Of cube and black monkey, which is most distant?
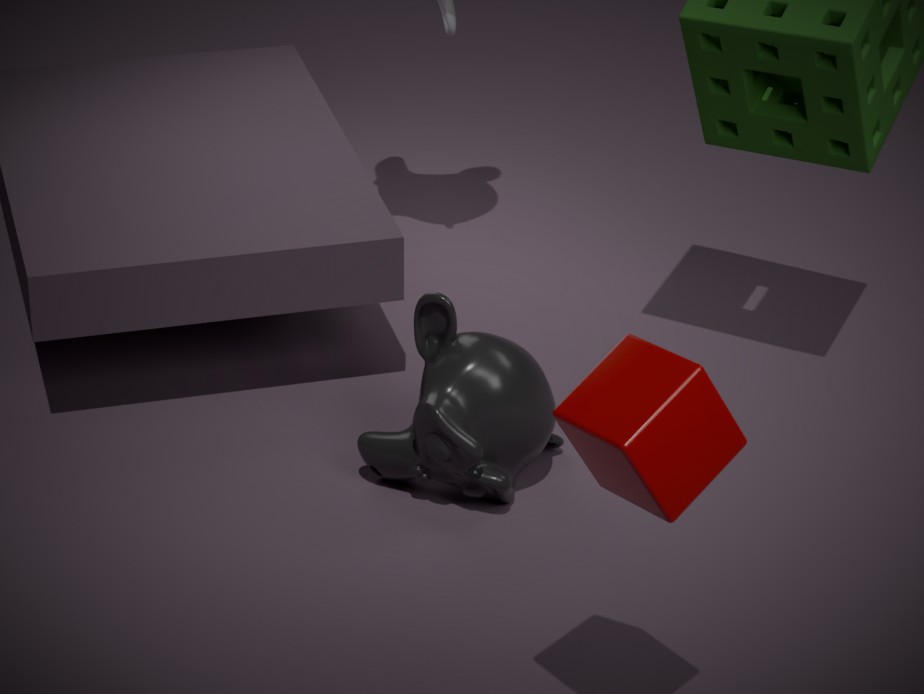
black monkey
